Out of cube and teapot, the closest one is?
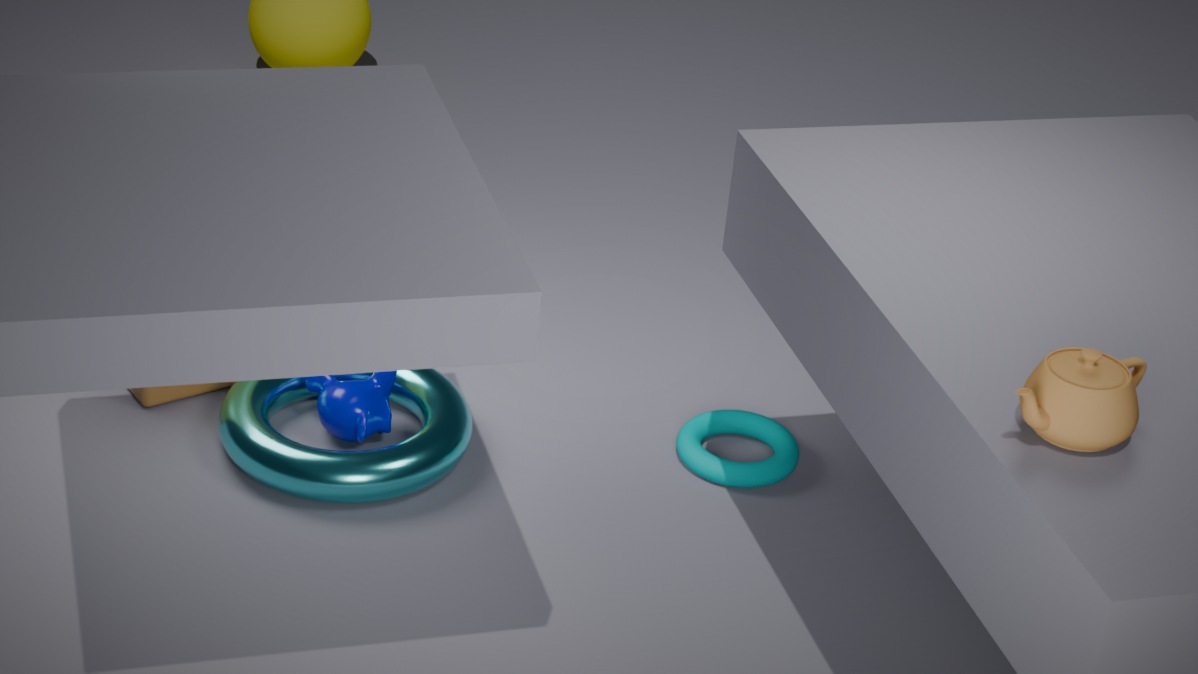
teapot
